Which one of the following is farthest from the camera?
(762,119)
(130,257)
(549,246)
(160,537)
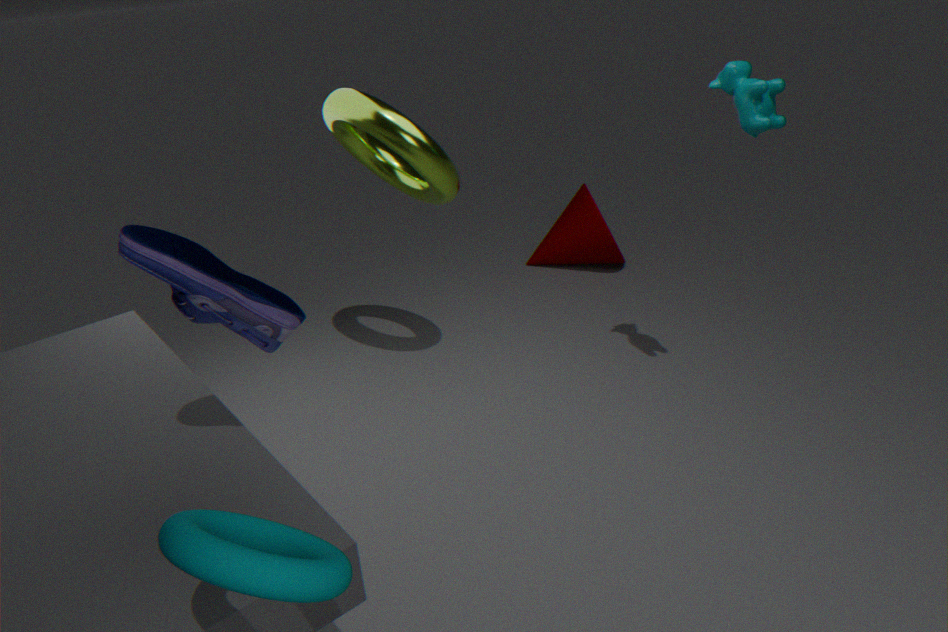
(549,246)
